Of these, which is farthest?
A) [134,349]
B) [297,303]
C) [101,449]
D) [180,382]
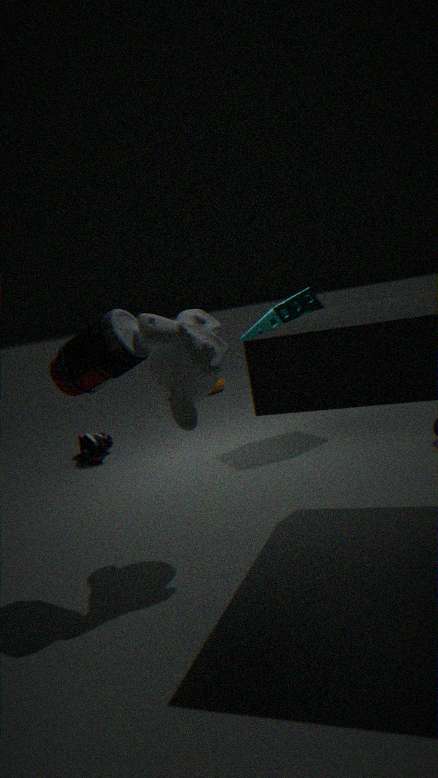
[101,449]
